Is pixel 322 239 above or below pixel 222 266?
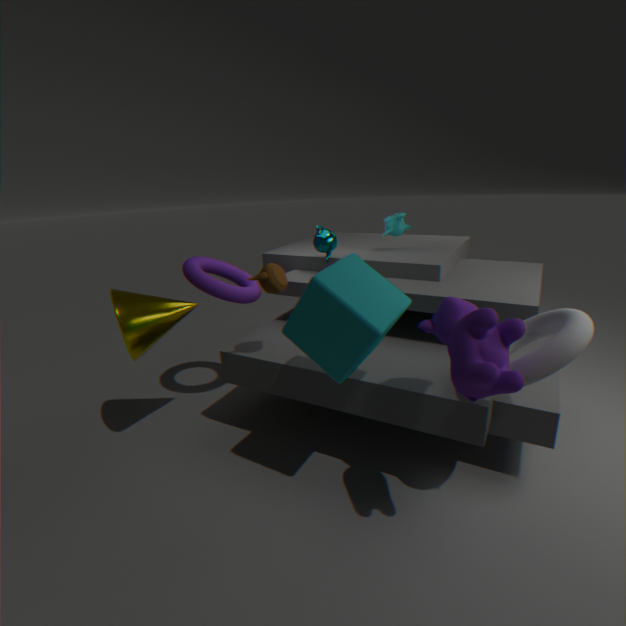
above
